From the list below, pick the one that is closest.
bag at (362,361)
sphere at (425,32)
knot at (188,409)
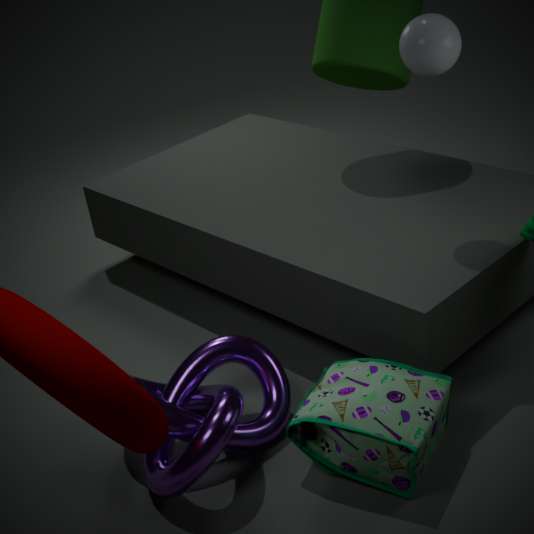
→ bag at (362,361)
